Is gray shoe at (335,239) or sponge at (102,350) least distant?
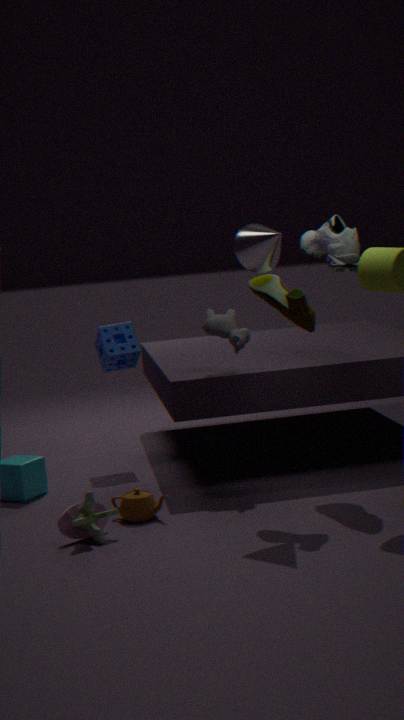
gray shoe at (335,239)
